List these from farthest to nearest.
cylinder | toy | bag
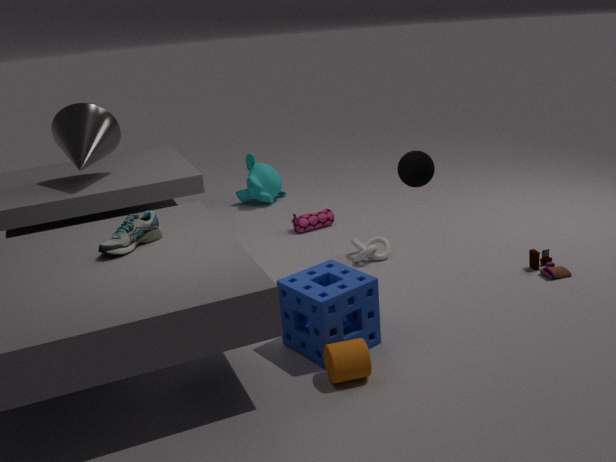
bag → toy → cylinder
